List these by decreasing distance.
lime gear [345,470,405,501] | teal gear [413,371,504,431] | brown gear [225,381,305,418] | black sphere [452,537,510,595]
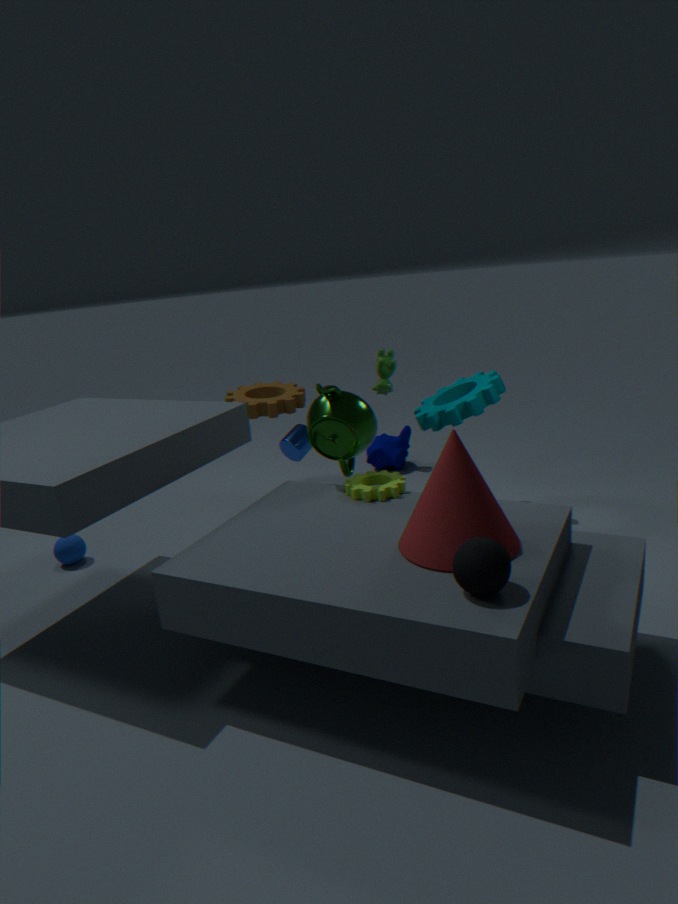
brown gear [225,381,305,418], teal gear [413,371,504,431], lime gear [345,470,405,501], black sphere [452,537,510,595]
